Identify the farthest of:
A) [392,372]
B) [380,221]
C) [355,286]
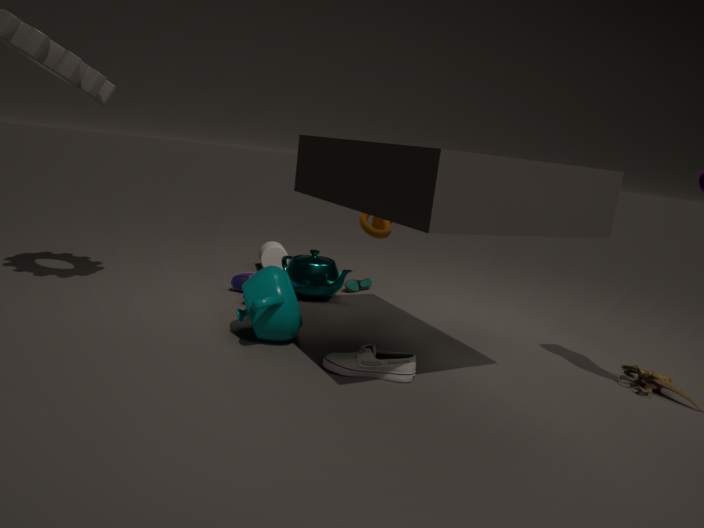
[355,286]
